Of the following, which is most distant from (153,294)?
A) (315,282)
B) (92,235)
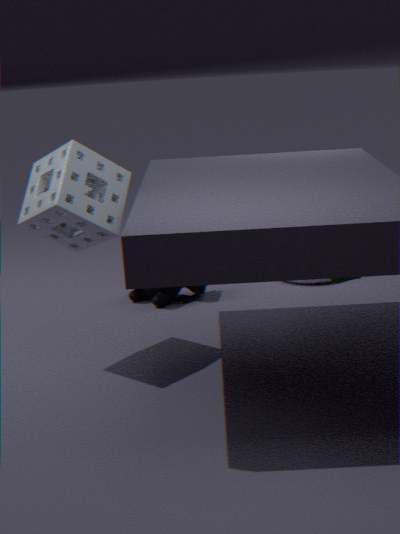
(92,235)
